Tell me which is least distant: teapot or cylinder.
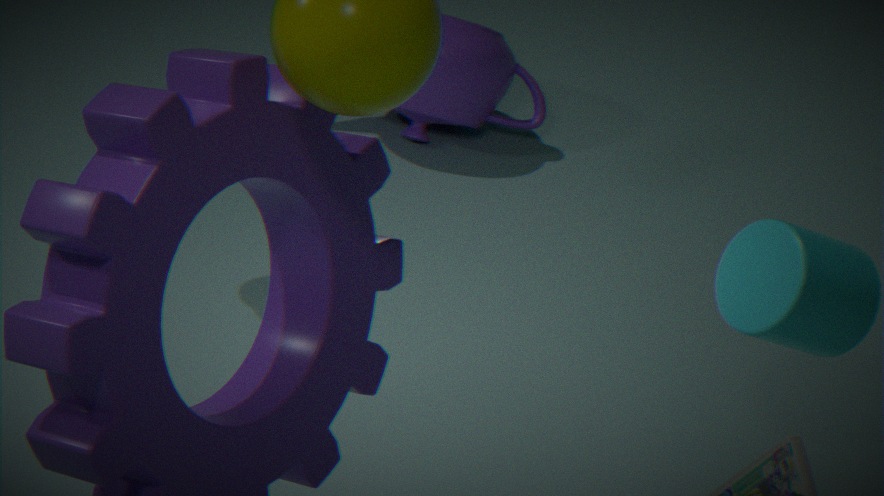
cylinder
